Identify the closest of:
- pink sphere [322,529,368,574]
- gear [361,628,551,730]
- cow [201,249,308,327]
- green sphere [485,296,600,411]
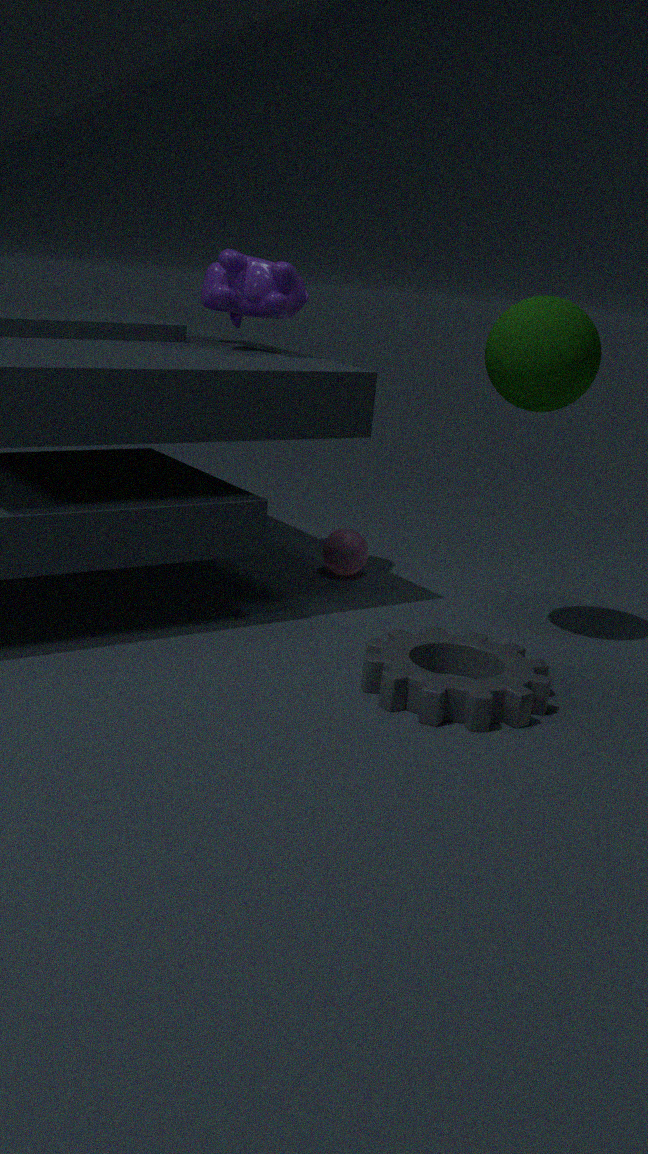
gear [361,628,551,730]
